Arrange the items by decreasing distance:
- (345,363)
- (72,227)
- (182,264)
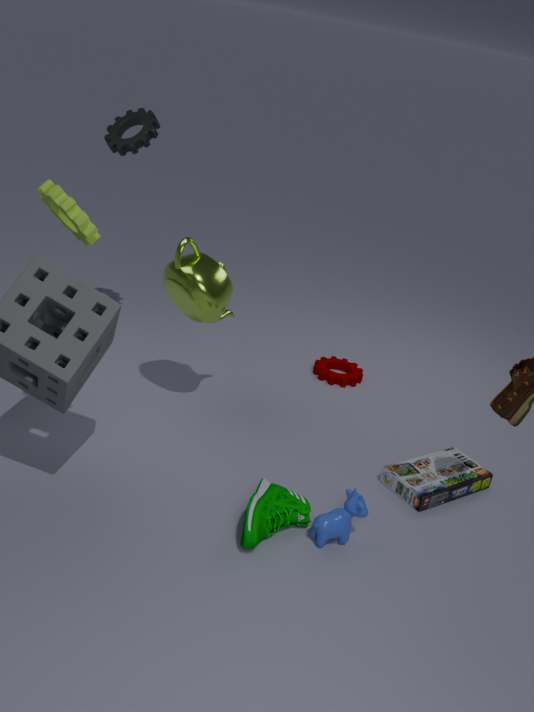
(345,363)
(182,264)
(72,227)
